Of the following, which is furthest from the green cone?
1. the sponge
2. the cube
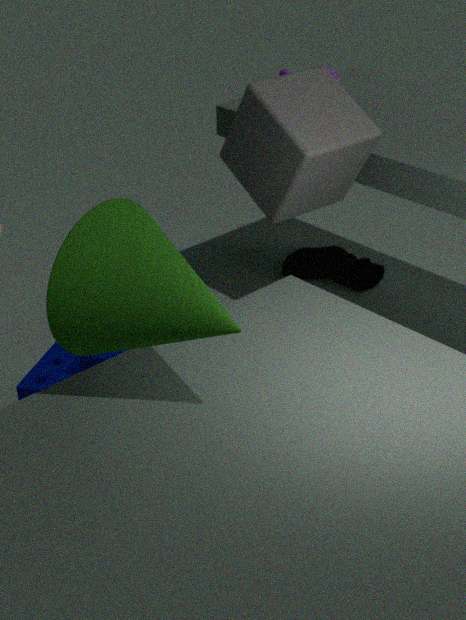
the cube
